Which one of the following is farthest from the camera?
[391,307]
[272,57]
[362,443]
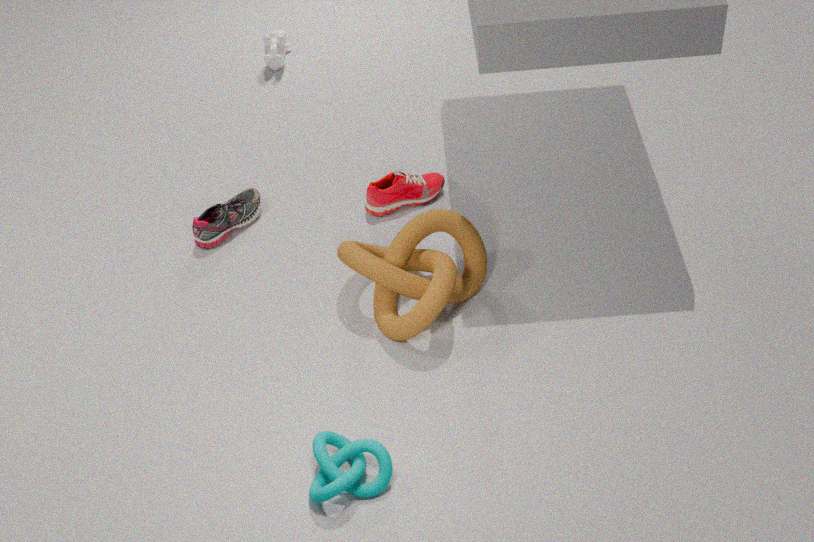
[272,57]
